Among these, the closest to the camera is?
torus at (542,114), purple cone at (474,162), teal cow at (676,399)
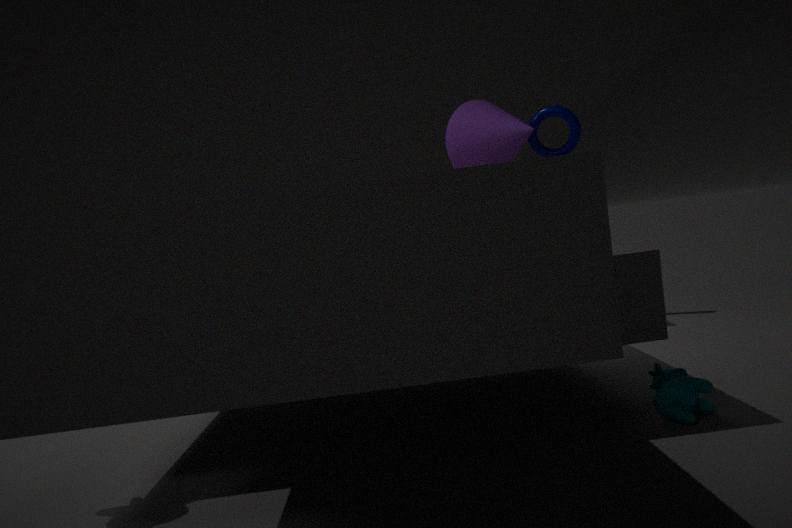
teal cow at (676,399)
